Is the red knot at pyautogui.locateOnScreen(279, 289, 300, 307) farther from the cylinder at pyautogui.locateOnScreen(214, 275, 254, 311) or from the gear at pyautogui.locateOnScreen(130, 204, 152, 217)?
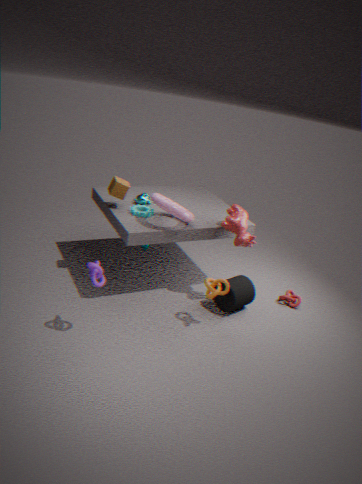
the gear at pyautogui.locateOnScreen(130, 204, 152, 217)
